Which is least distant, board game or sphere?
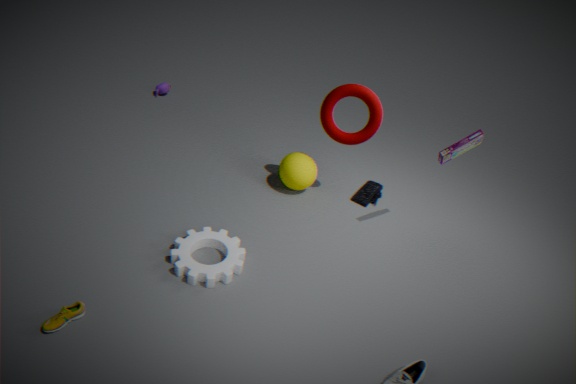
board game
